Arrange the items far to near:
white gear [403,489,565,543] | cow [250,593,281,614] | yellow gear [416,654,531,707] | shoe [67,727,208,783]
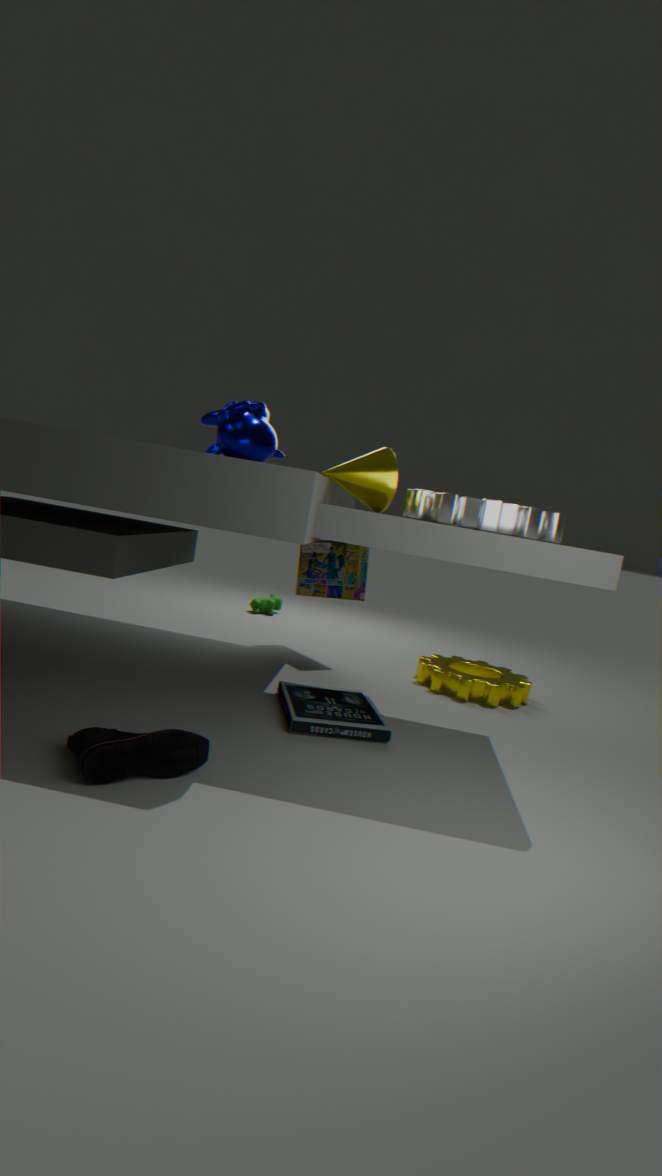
cow [250,593,281,614]
yellow gear [416,654,531,707]
white gear [403,489,565,543]
shoe [67,727,208,783]
